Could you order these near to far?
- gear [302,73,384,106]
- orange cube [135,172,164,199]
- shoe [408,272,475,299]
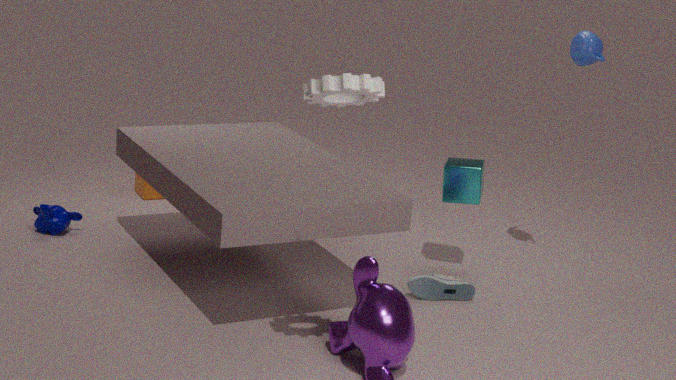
gear [302,73,384,106] → shoe [408,272,475,299] → orange cube [135,172,164,199]
